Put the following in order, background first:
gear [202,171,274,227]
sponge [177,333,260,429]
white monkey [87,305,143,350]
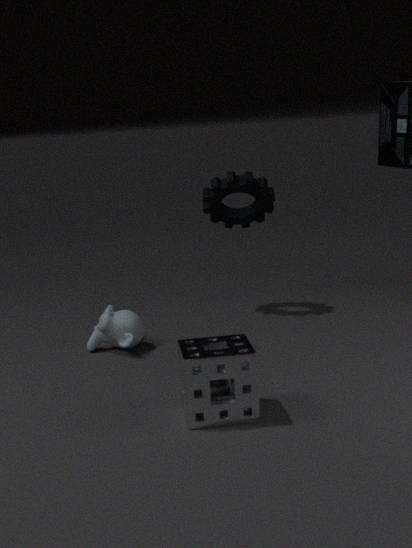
gear [202,171,274,227], white monkey [87,305,143,350], sponge [177,333,260,429]
